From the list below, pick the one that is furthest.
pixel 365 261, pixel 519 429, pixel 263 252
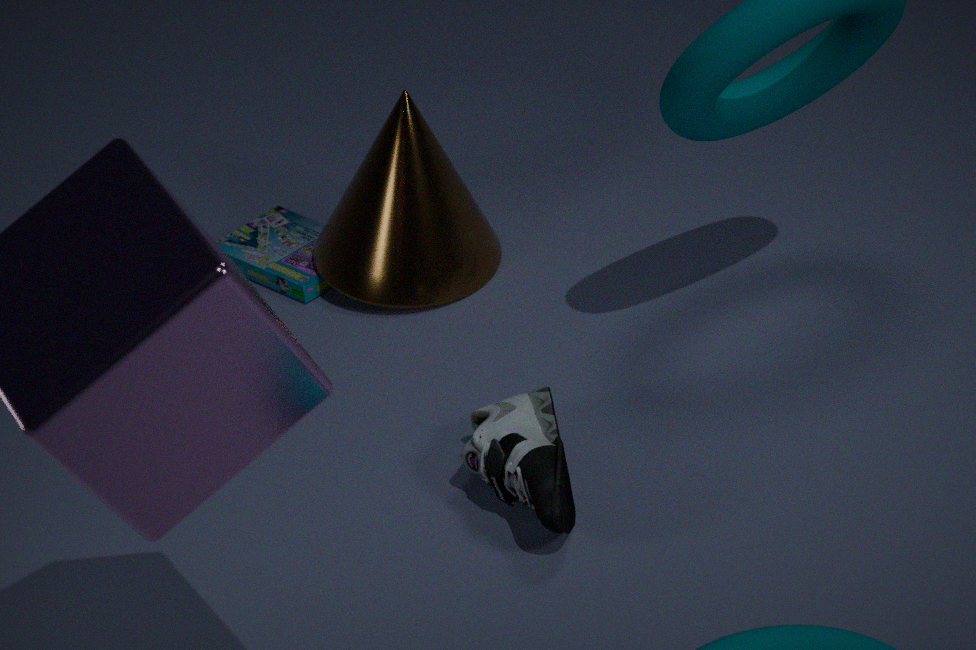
pixel 263 252
